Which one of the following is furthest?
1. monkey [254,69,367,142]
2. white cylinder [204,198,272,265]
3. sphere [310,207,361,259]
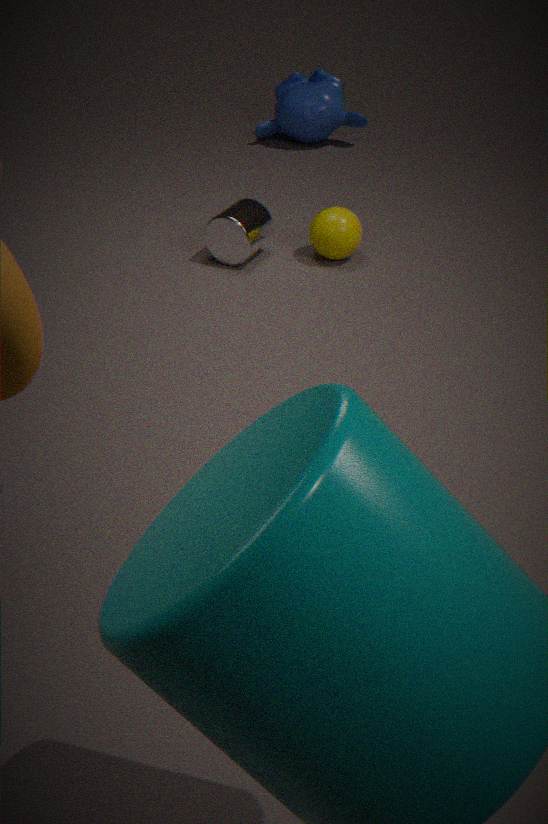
monkey [254,69,367,142]
